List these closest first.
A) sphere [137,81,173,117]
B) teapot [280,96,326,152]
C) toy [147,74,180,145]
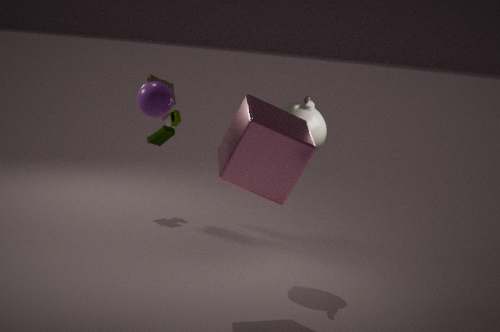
1. A. sphere [137,81,173,117]
2. B. teapot [280,96,326,152]
3. C. toy [147,74,180,145]
